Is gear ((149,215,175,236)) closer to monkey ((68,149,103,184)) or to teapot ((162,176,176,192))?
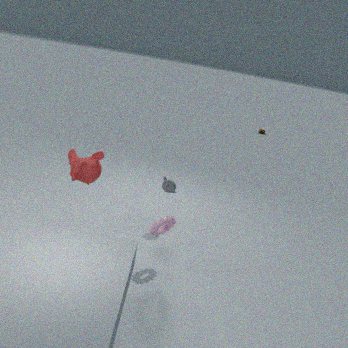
teapot ((162,176,176,192))
